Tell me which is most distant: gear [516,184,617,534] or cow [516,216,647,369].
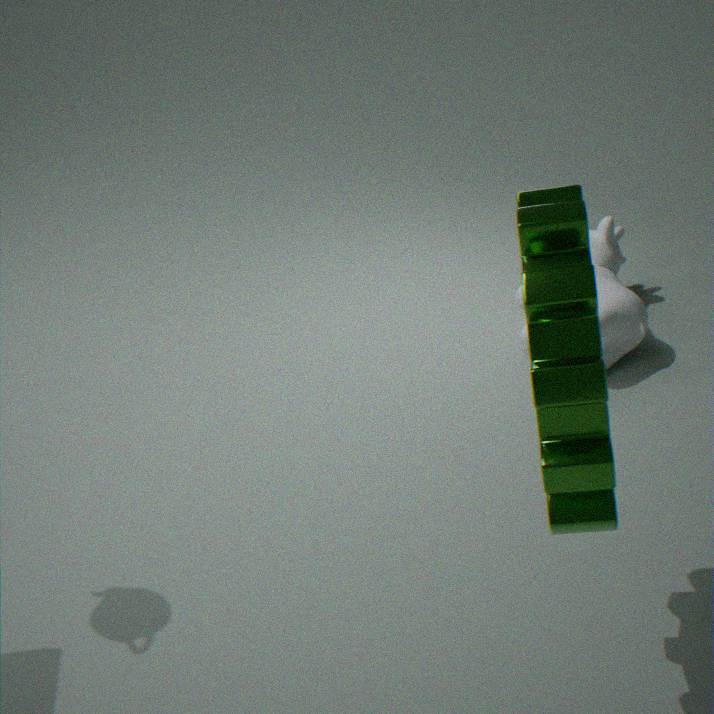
A: cow [516,216,647,369]
